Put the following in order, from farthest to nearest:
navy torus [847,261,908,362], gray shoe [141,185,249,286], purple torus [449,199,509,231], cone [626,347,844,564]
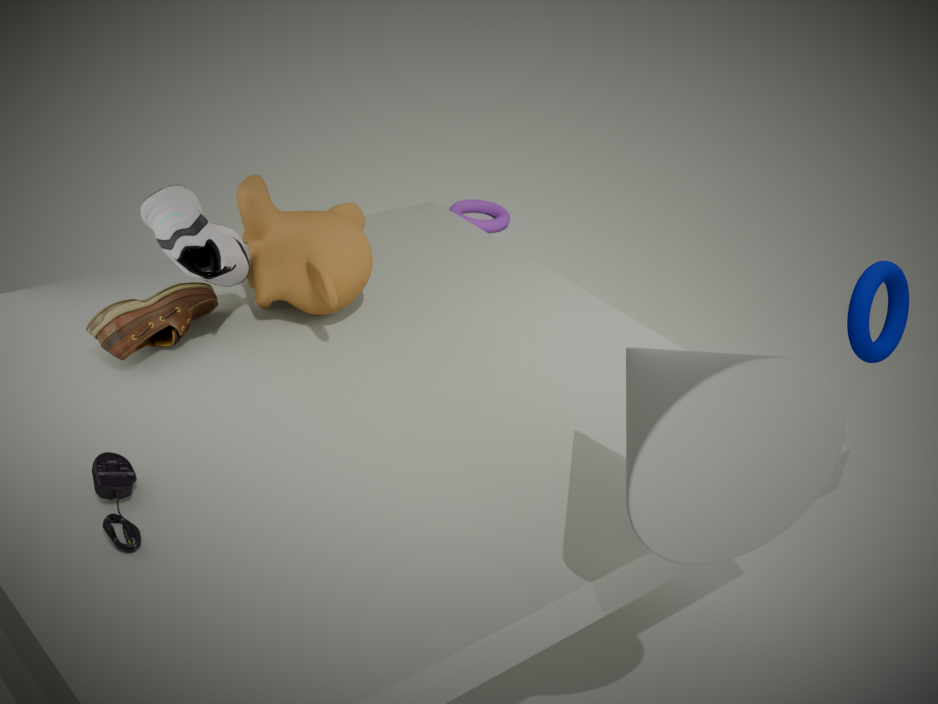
purple torus [449,199,509,231]
navy torus [847,261,908,362]
gray shoe [141,185,249,286]
cone [626,347,844,564]
